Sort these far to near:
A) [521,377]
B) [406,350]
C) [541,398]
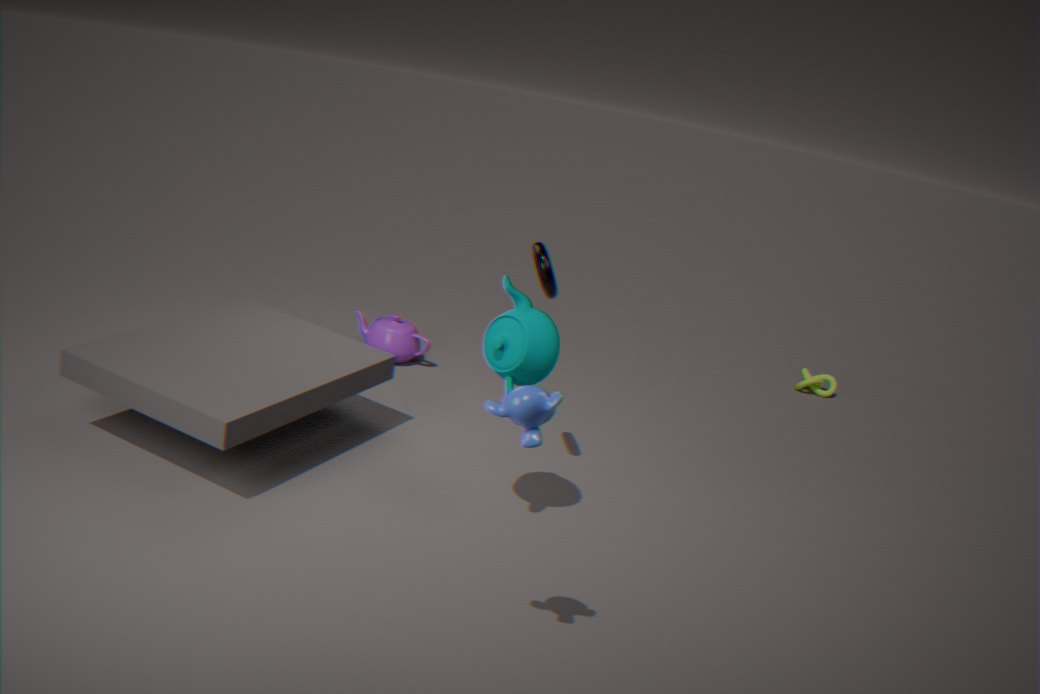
1. [406,350]
2. [521,377]
3. [541,398]
